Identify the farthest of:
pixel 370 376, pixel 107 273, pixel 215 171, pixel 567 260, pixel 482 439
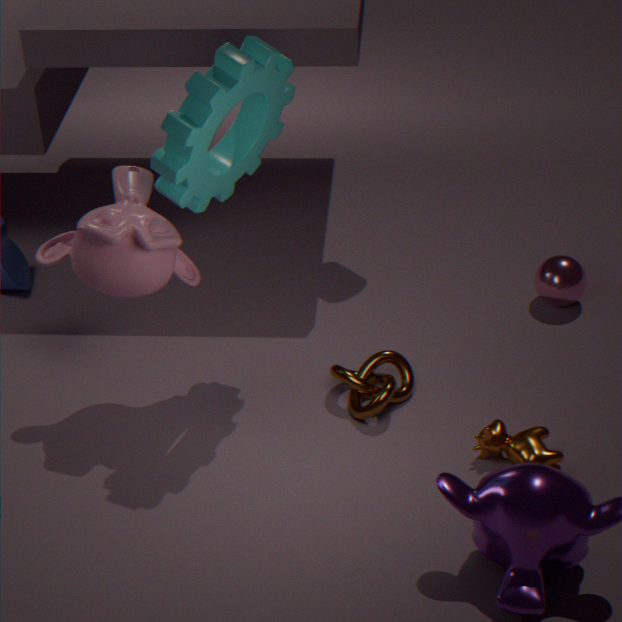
pixel 567 260
